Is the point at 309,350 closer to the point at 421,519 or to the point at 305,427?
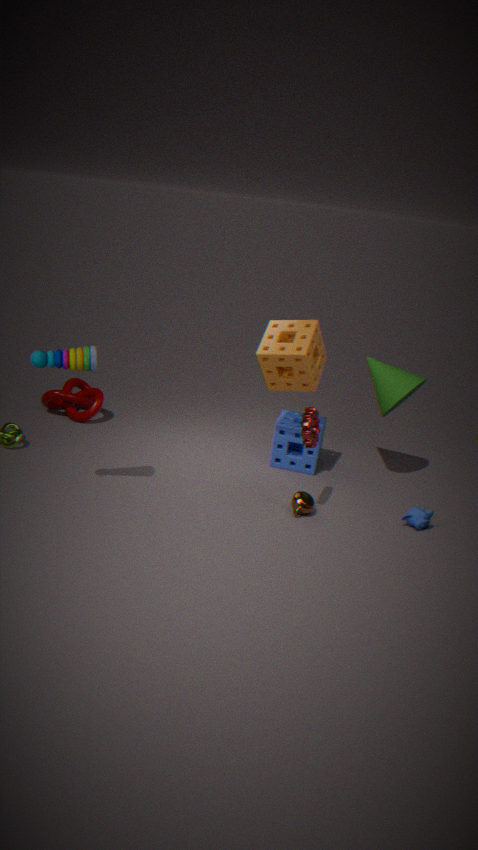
the point at 305,427
